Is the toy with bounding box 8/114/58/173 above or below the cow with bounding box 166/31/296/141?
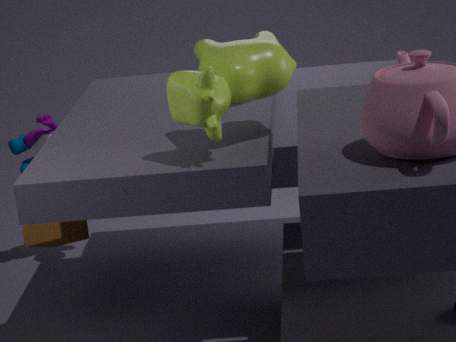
below
